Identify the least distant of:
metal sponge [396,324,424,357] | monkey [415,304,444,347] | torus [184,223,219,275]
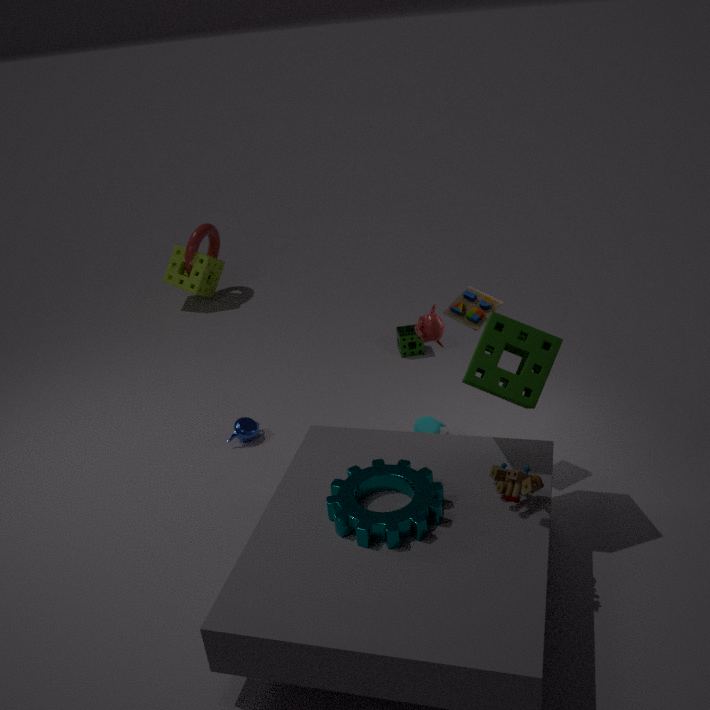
monkey [415,304,444,347]
